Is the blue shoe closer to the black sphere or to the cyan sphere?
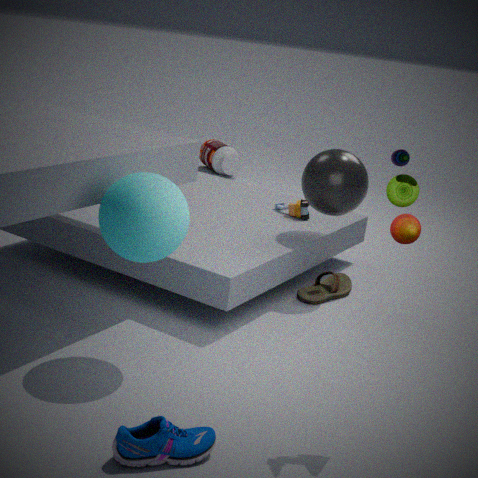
the cyan sphere
